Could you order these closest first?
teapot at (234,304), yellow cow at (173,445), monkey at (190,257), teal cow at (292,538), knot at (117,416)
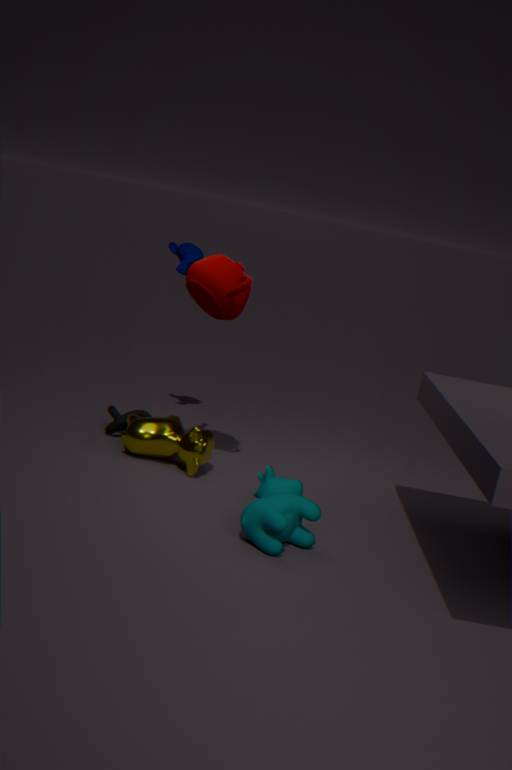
teal cow at (292,538) < teapot at (234,304) < yellow cow at (173,445) < knot at (117,416) < monkey at (190,257)
